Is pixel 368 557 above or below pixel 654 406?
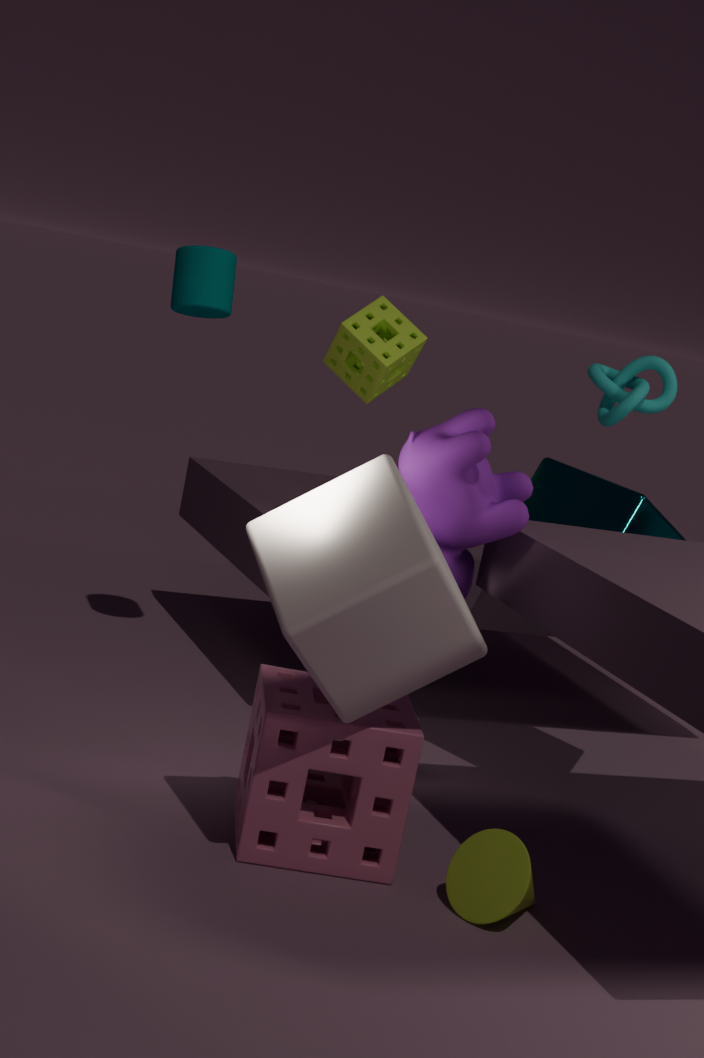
below
